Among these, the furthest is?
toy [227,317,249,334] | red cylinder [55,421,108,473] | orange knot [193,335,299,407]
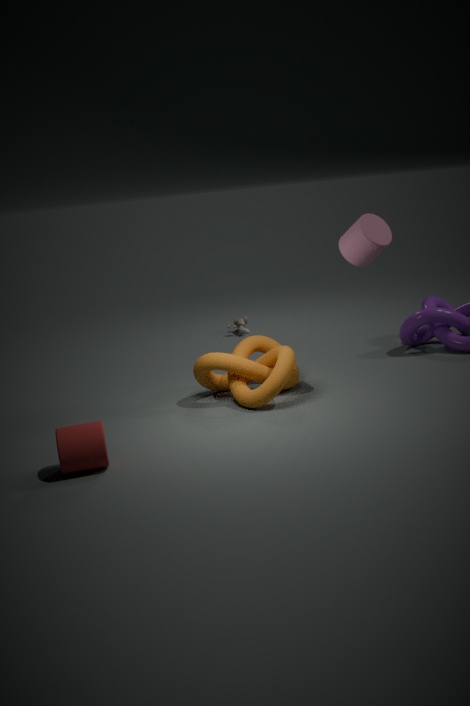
toy [227,317,249,334]
